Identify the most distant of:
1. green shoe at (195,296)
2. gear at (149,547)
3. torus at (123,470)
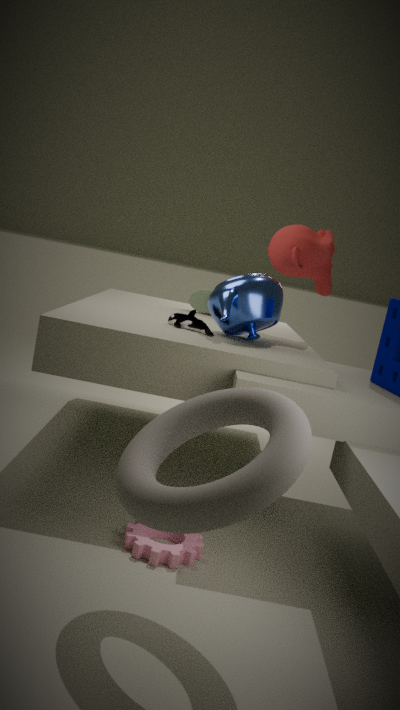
green shoe at (195,296)
